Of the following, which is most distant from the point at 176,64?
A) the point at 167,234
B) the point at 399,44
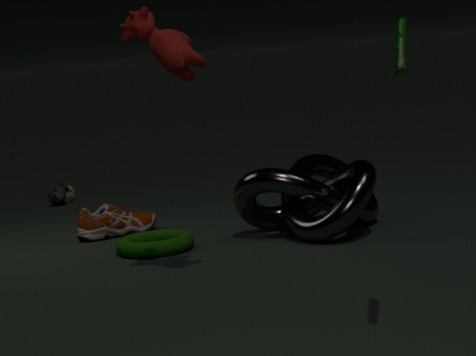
the point at 399,44
